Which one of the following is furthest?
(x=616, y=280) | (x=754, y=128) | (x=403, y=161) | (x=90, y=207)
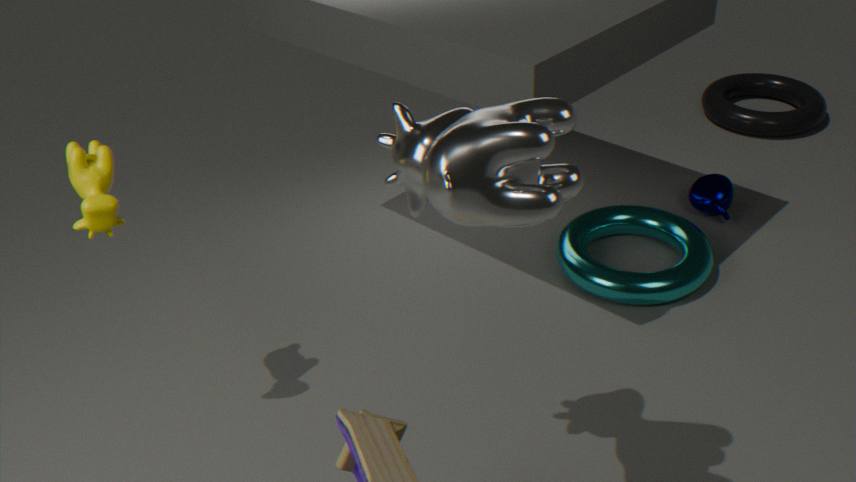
(x=754, y=128)
